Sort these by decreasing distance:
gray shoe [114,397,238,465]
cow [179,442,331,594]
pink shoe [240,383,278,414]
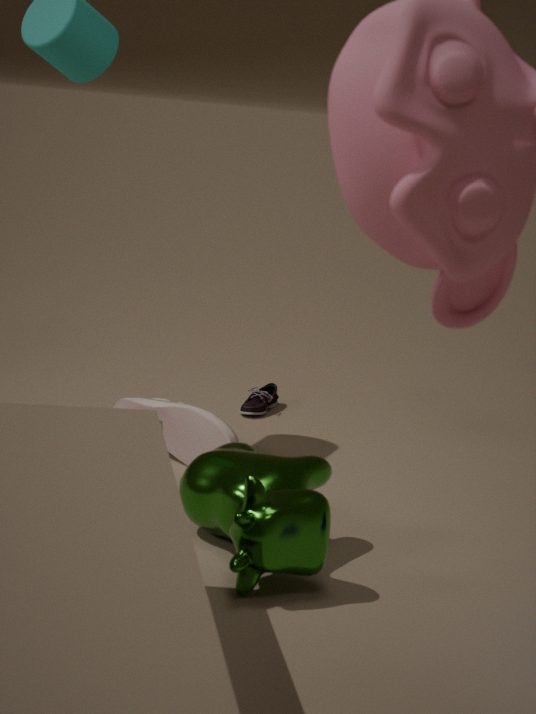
pink shoe [240,383,278,414], gray shoe [114,397,238,465], cow [179,442,331,594]
